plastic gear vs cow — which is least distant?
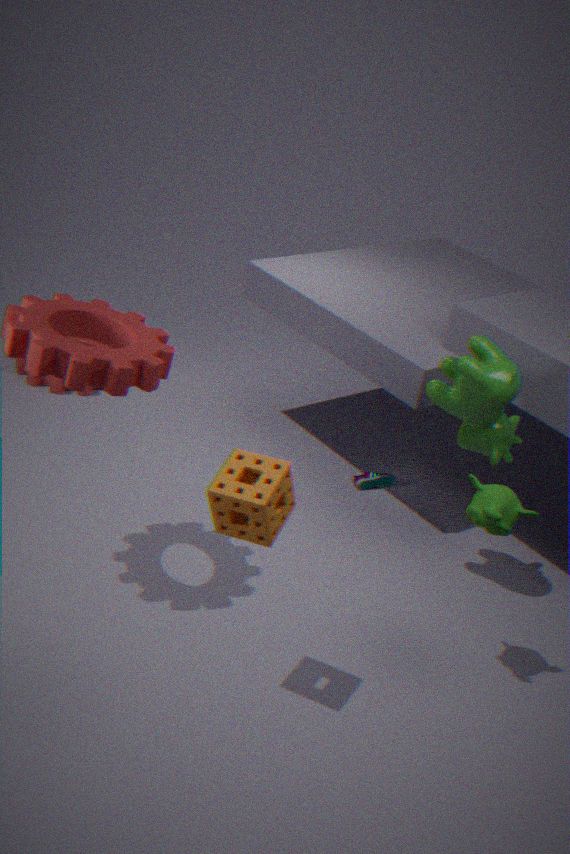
cow
